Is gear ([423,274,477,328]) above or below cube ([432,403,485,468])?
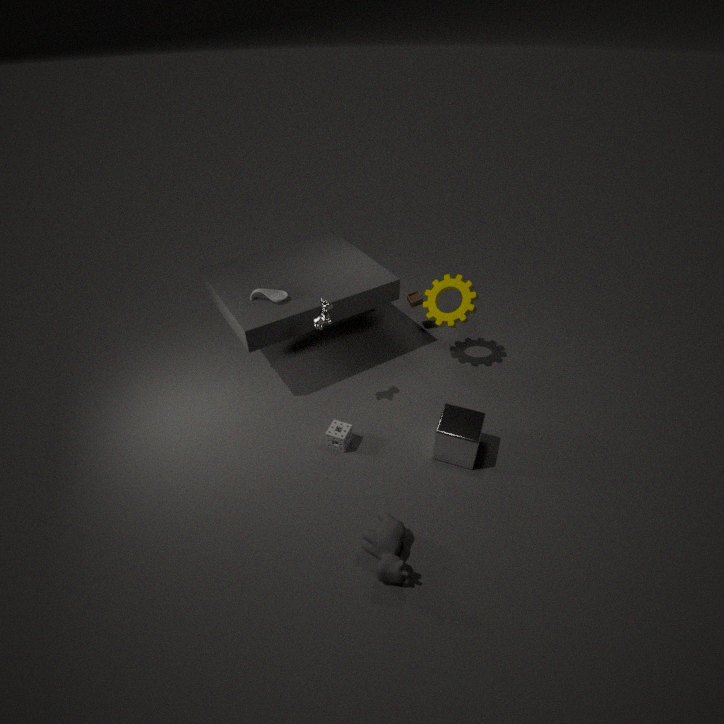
above
